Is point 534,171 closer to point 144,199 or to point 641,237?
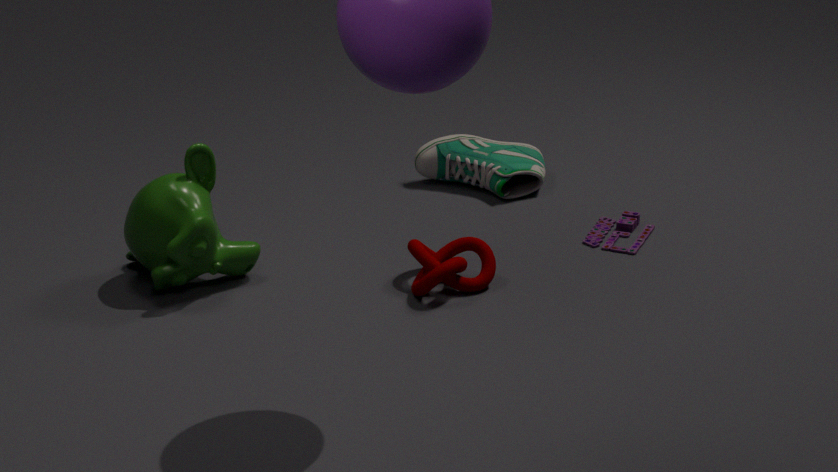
point 641,237
